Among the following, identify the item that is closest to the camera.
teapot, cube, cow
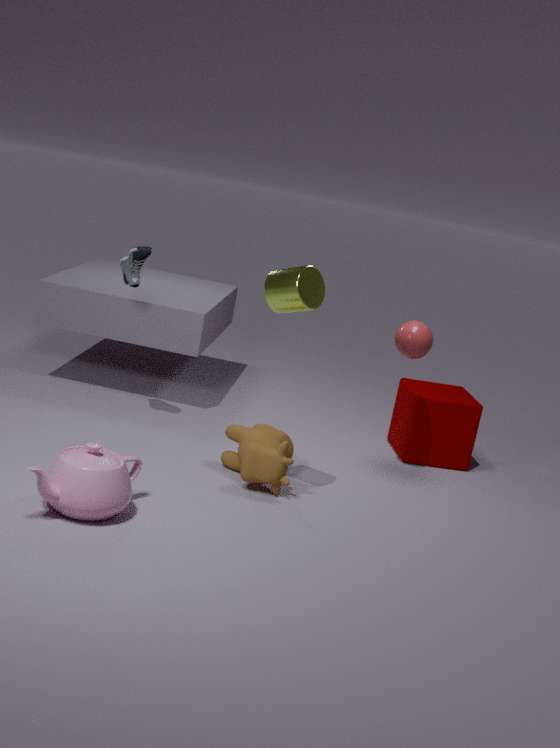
teapot
